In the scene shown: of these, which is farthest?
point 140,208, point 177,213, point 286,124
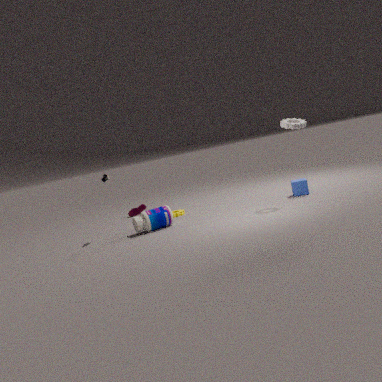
point 140,208
